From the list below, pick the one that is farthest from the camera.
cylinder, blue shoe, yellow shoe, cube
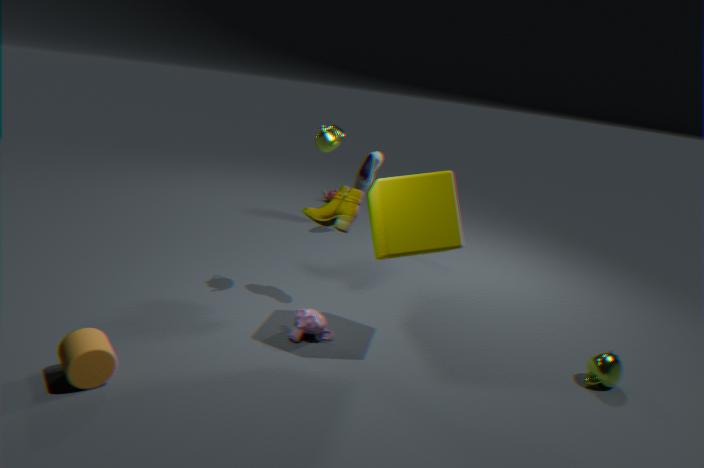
blue shoe
